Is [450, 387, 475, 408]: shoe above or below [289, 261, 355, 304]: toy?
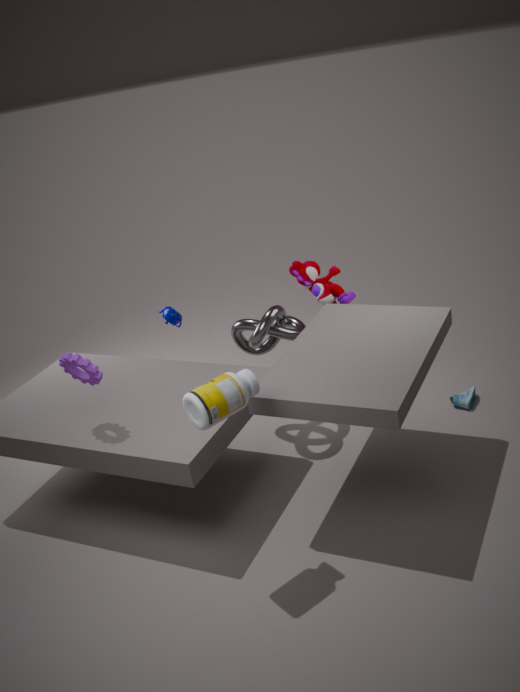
below
